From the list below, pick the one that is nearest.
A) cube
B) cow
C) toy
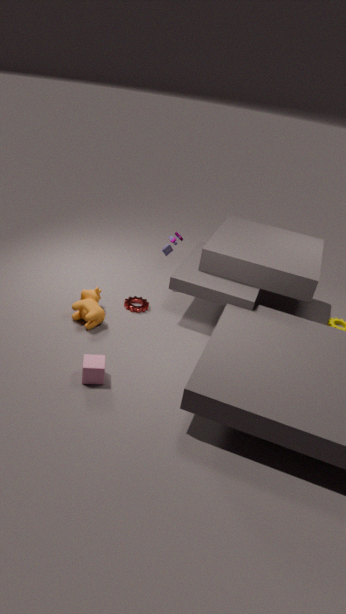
cube
